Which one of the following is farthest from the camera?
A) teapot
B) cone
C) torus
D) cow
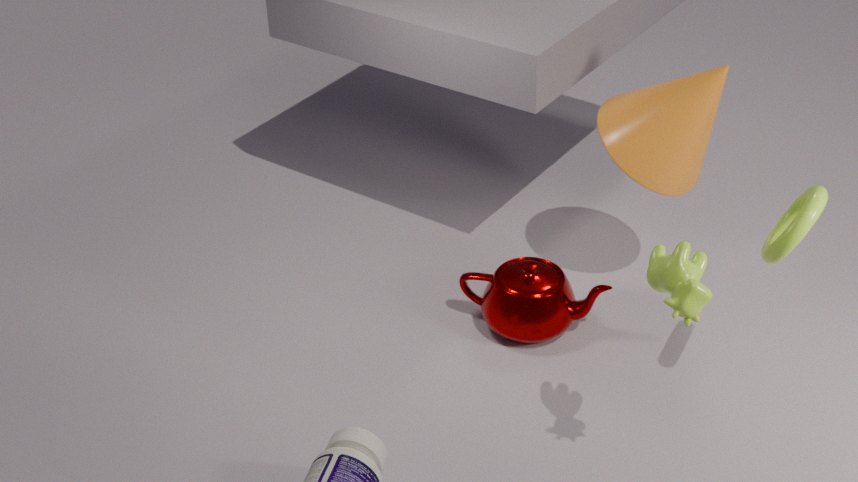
teapot
